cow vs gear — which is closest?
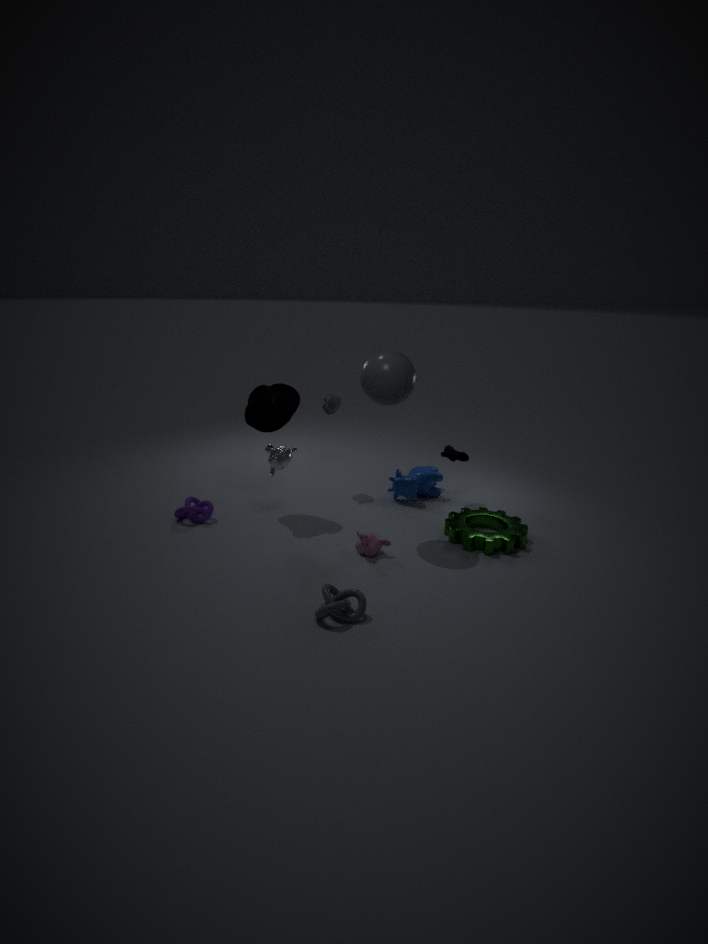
gear
